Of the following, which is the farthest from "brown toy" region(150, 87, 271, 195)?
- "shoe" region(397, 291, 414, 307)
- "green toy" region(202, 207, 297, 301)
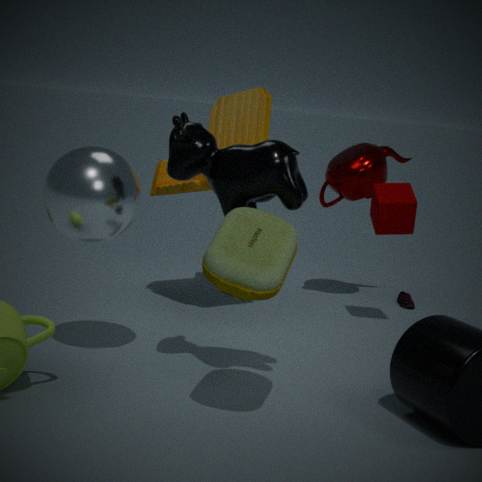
"shoe" region(397, 291, 414, 307)
